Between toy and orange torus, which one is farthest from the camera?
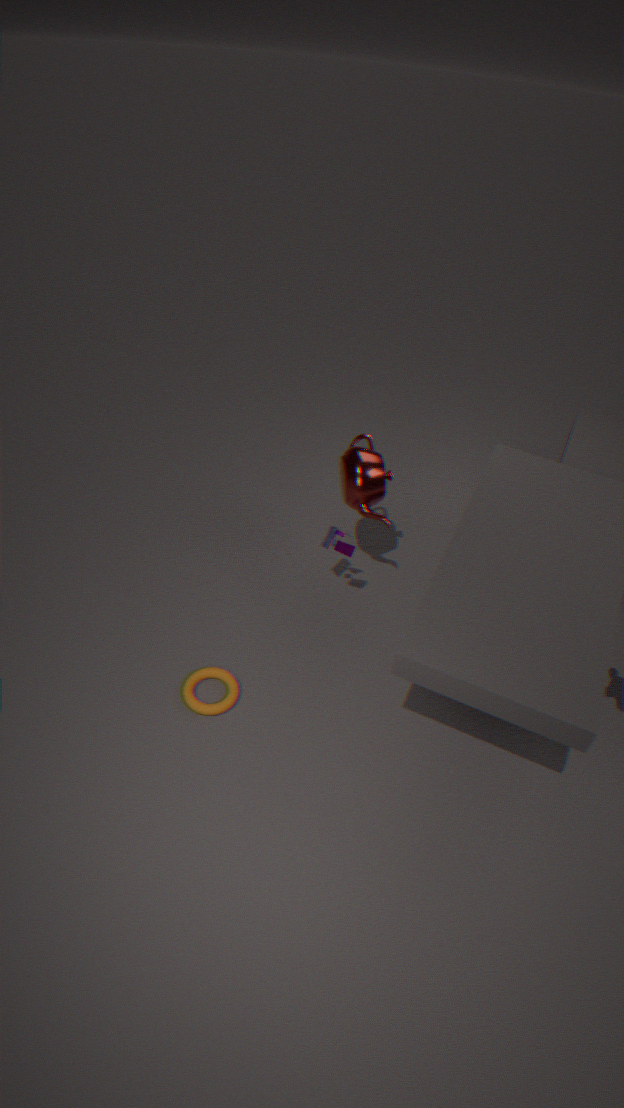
toy
